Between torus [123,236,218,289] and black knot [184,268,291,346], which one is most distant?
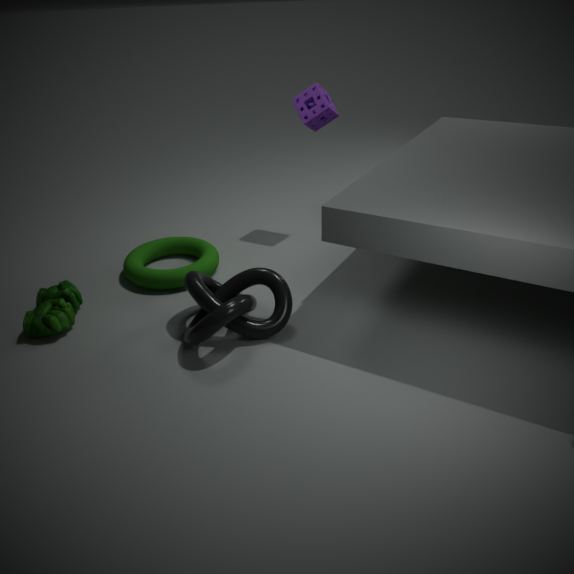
torus [123,236,218,289]
